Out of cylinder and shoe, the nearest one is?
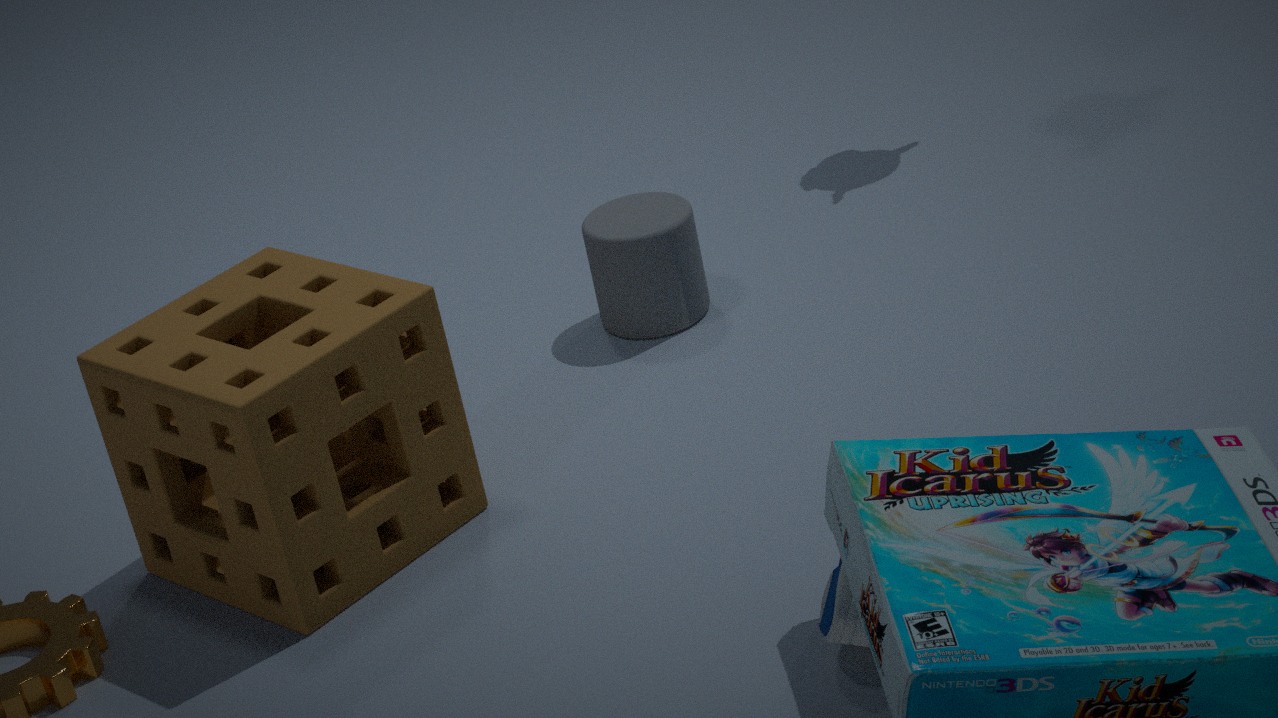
shoe
